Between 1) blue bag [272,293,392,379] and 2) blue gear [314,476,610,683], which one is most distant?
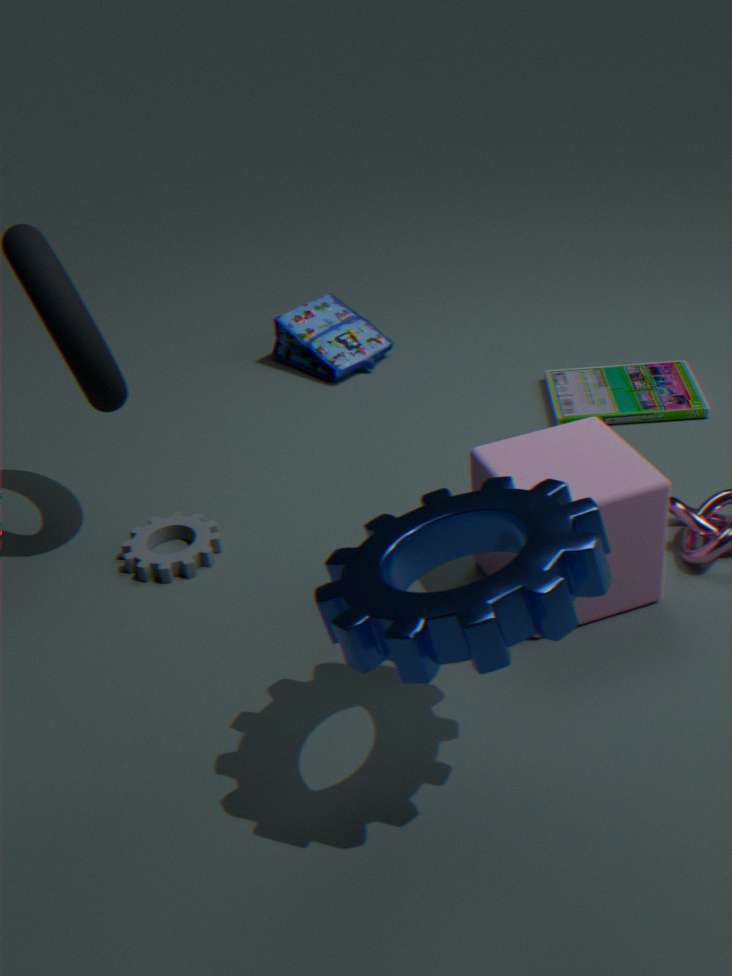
1. blue bag [272,293,392,379]
